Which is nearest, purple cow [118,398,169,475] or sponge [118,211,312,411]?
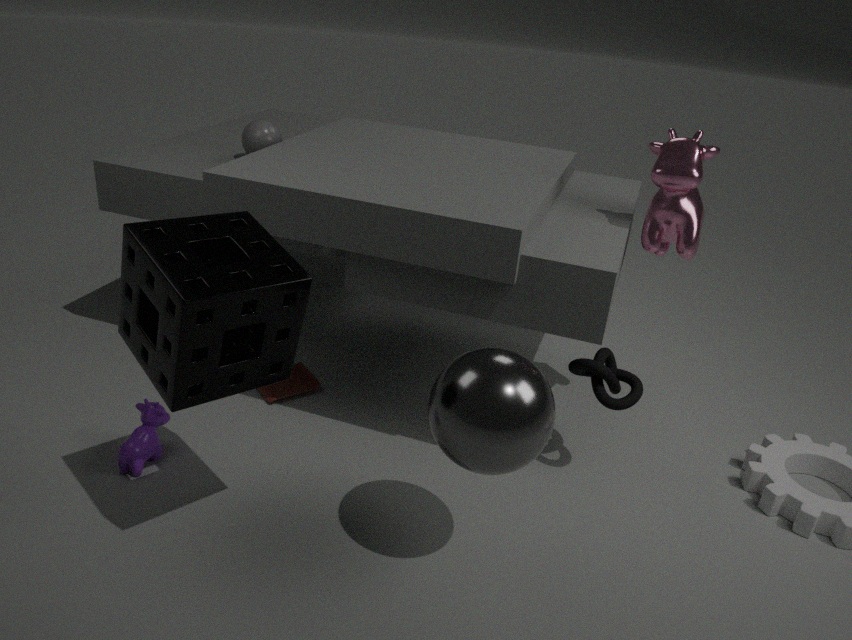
sponge [118,211,312,411]
